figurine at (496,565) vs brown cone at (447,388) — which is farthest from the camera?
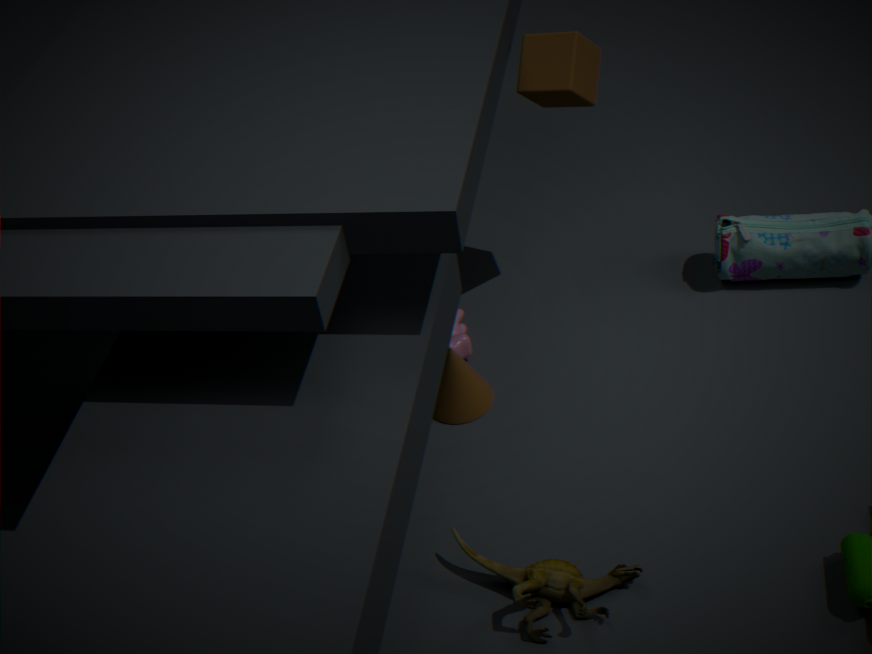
brown cone at (447,388)
